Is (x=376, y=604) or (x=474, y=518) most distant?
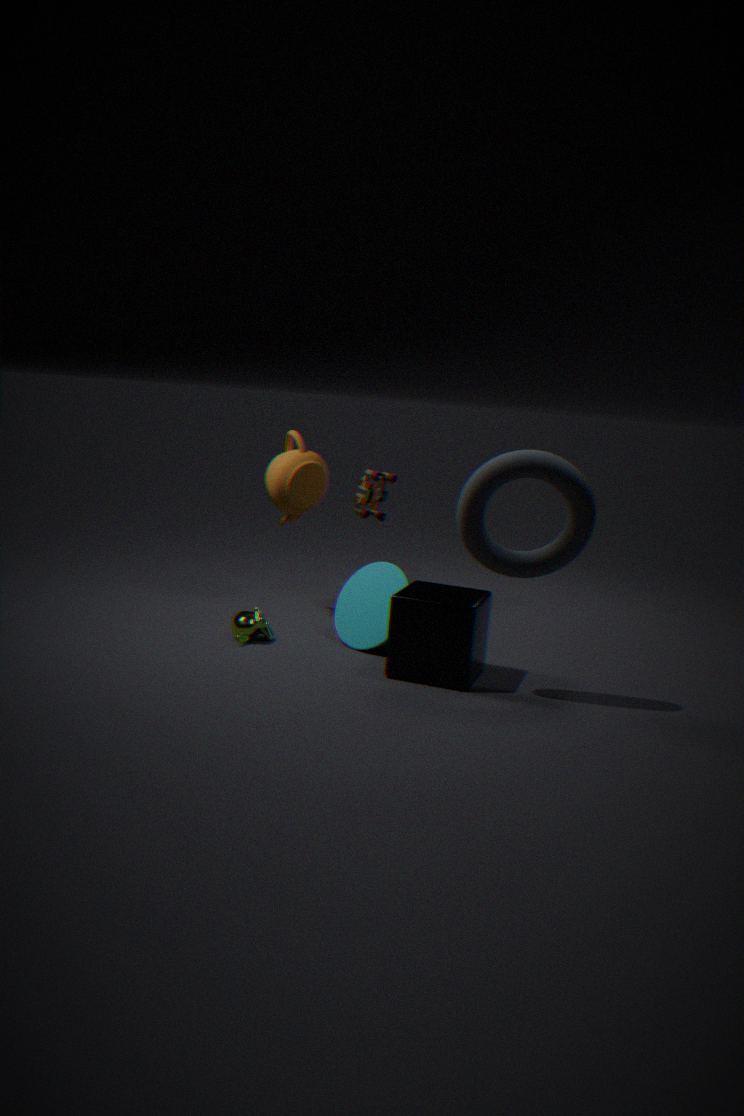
(x=376, y=604)
